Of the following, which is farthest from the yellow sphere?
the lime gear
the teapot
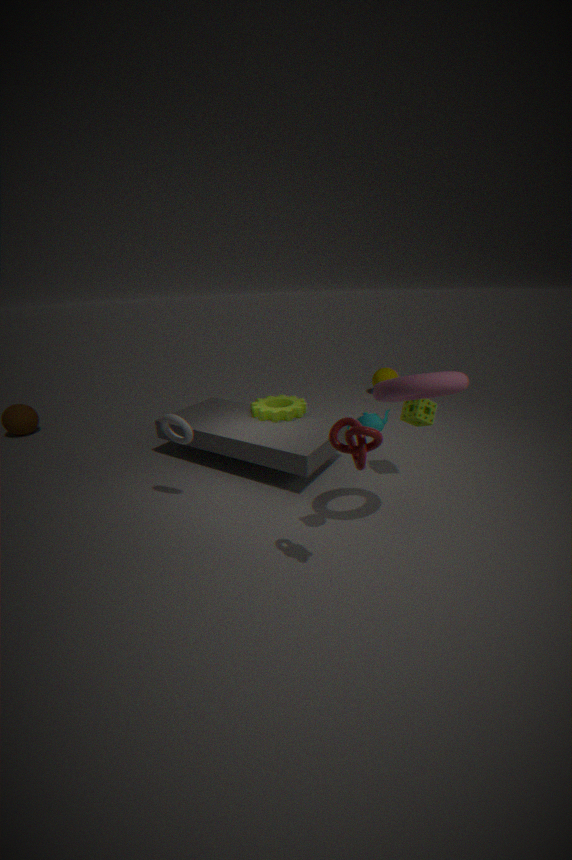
the teapot
